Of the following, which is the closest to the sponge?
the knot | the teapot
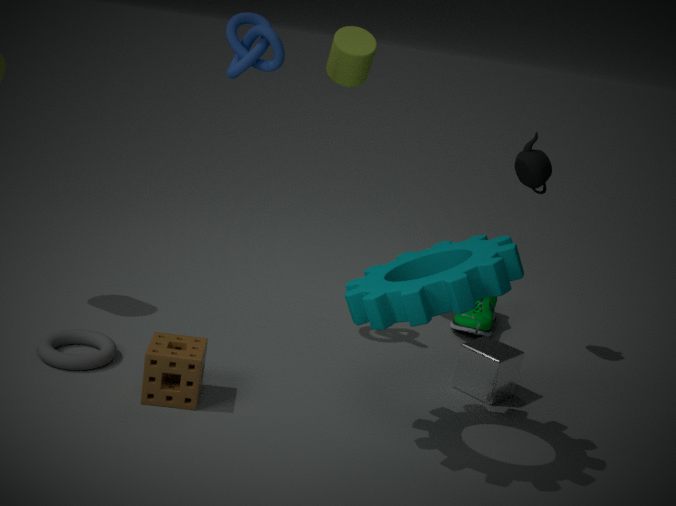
the knot
